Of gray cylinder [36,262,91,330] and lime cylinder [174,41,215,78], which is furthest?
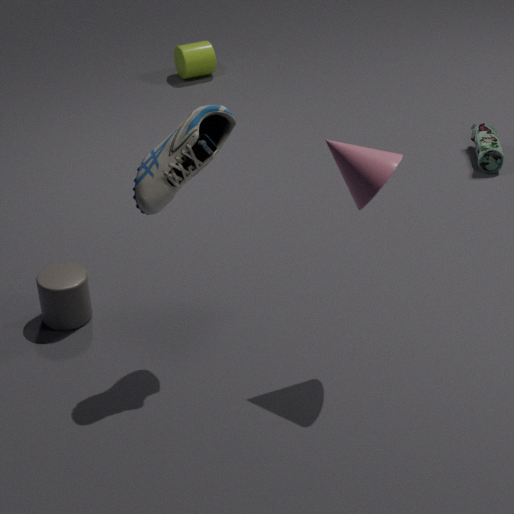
lime cylinder [174,41,215,78]
